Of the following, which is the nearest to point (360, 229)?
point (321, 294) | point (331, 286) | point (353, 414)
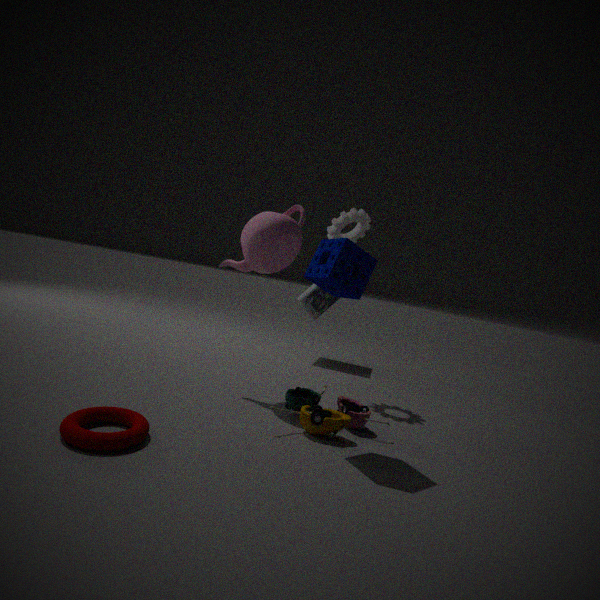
point (331, 286)
